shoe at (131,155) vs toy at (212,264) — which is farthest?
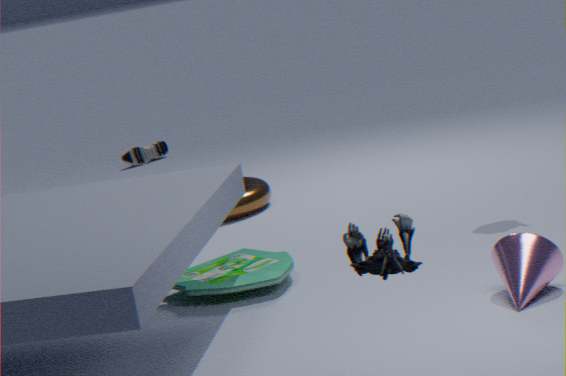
shoe at (131,155)
